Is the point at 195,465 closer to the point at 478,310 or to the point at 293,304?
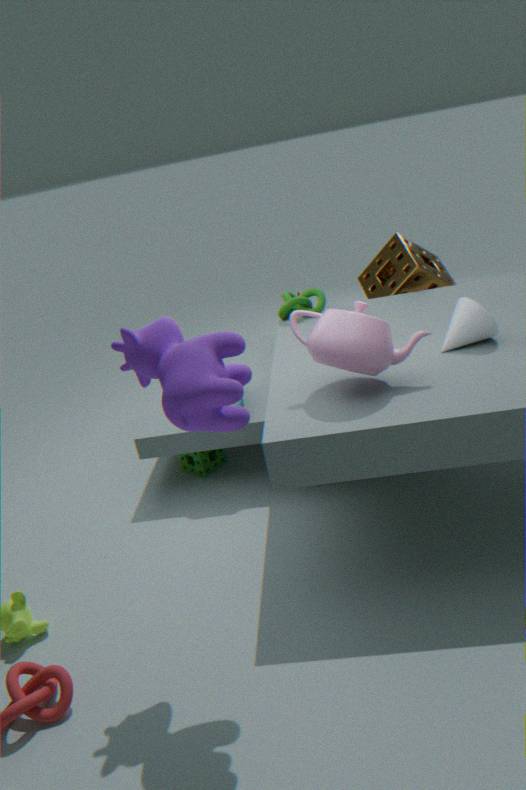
the point at 293,304
